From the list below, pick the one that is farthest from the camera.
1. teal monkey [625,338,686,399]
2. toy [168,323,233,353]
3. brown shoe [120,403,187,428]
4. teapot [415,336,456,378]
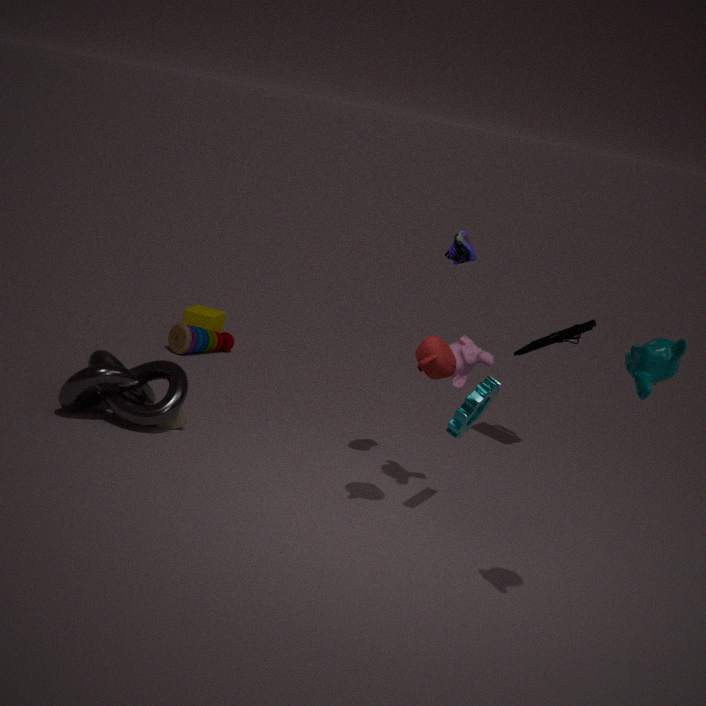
toy [168,323,233,353]
